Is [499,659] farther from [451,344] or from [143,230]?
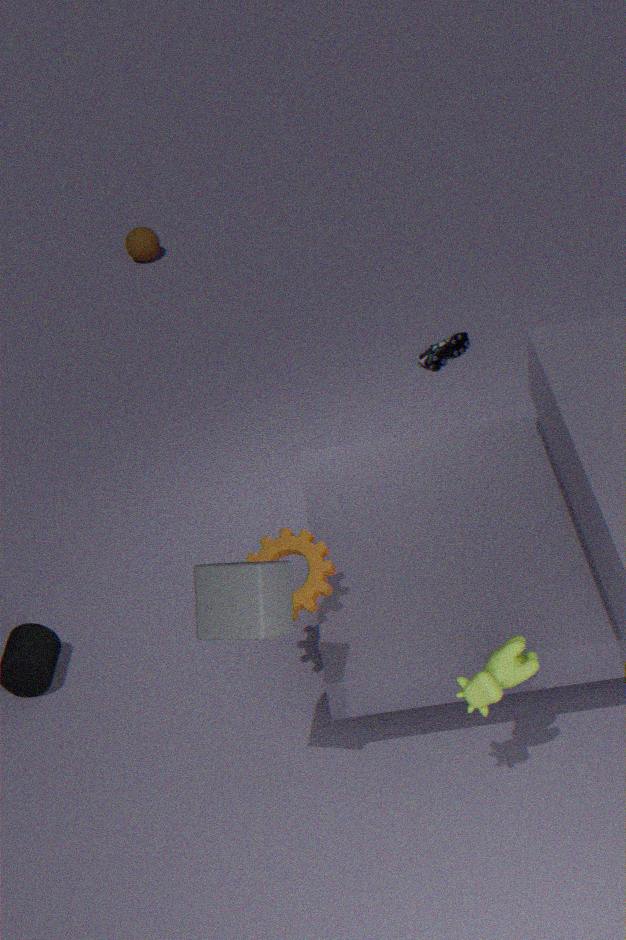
[143,230]
